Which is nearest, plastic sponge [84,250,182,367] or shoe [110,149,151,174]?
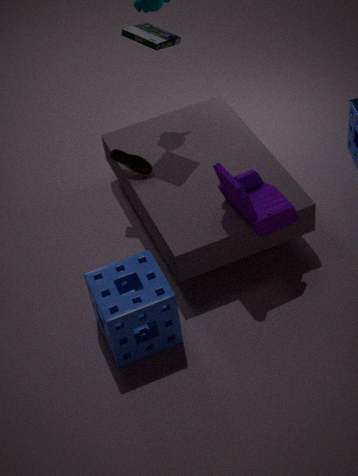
plastic sponge [84,250,182,367]
